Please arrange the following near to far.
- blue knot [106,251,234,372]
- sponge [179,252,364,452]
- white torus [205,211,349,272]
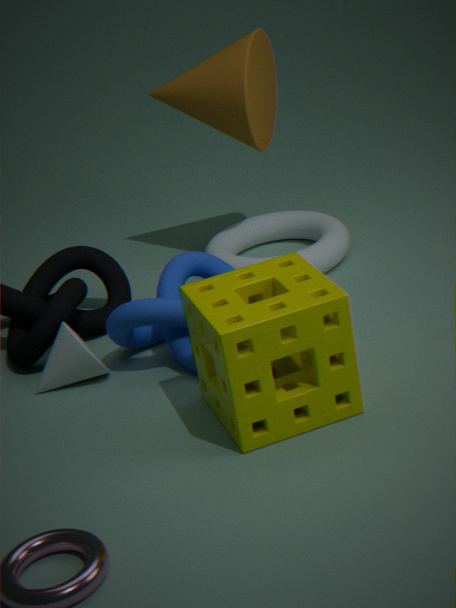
sponge [179,252,364,452] → blue knot [106,251,234,372] → white torus [205,211,349,272]
